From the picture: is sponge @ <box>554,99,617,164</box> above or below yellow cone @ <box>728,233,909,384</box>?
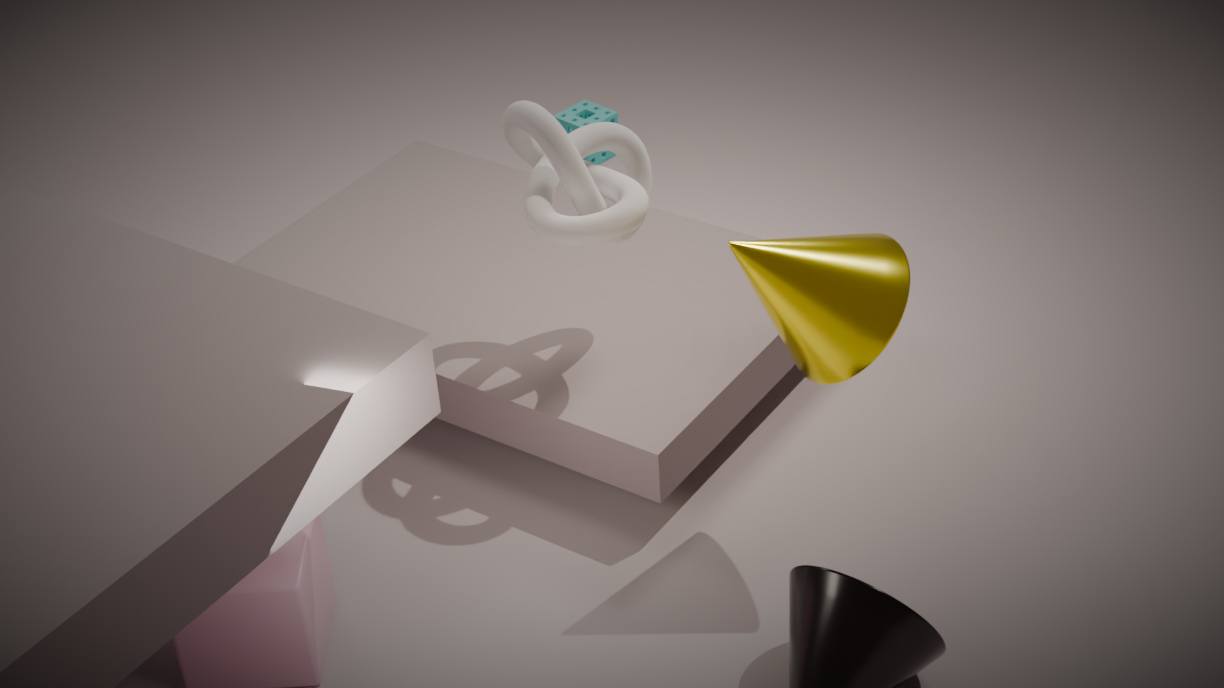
below
